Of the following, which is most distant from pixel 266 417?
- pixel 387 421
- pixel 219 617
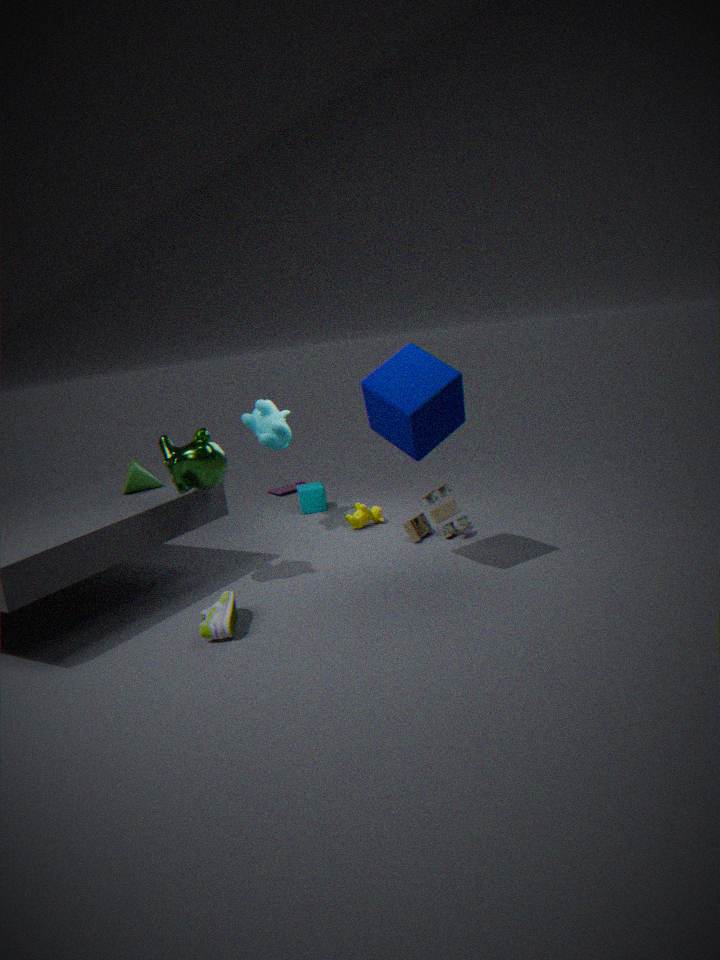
pixel 219 617
